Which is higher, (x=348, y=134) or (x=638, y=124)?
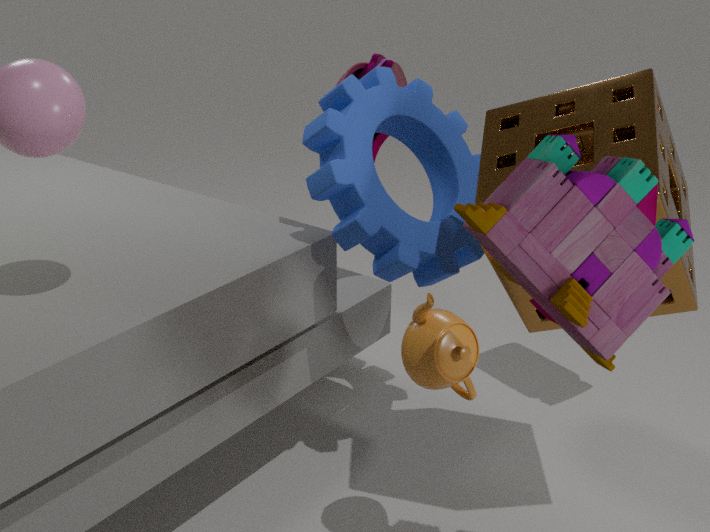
(x=638, y=124)
